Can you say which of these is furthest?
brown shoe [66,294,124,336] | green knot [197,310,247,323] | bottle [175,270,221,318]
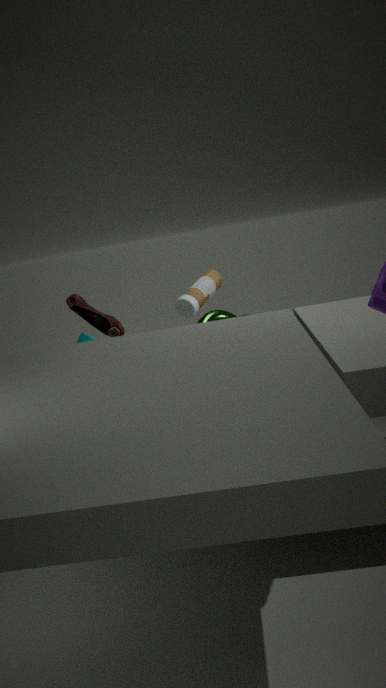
brown shoe [66,294,124,336]
